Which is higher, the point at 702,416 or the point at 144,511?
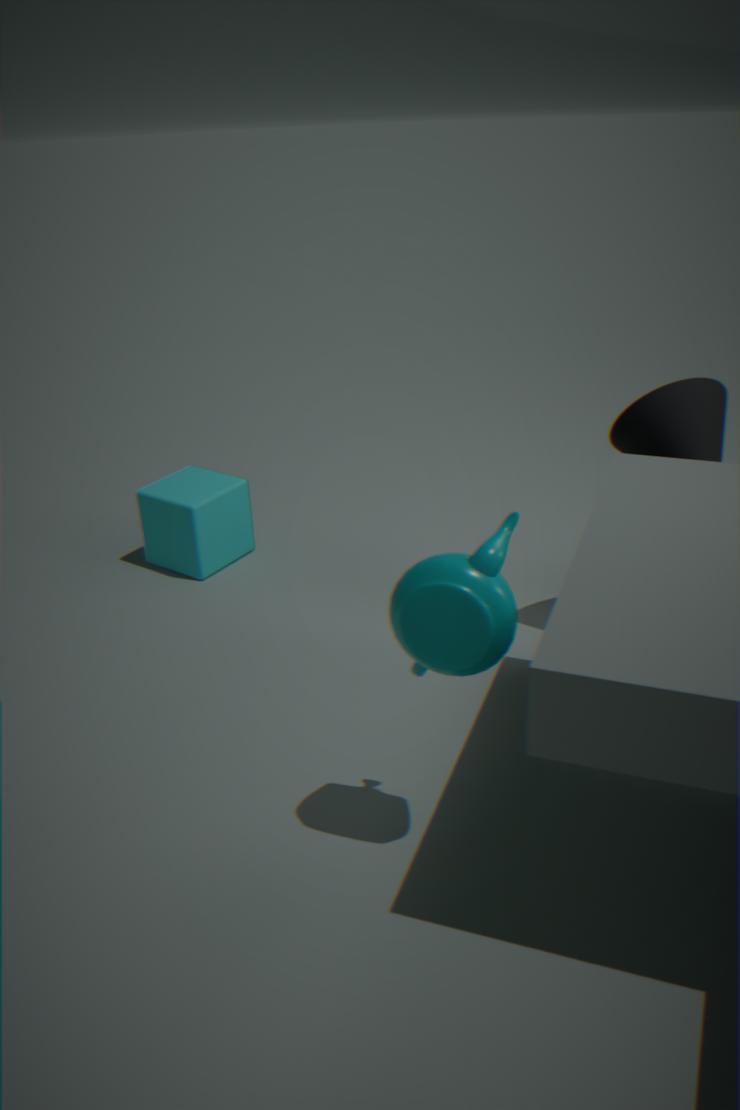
the point at 702,416
